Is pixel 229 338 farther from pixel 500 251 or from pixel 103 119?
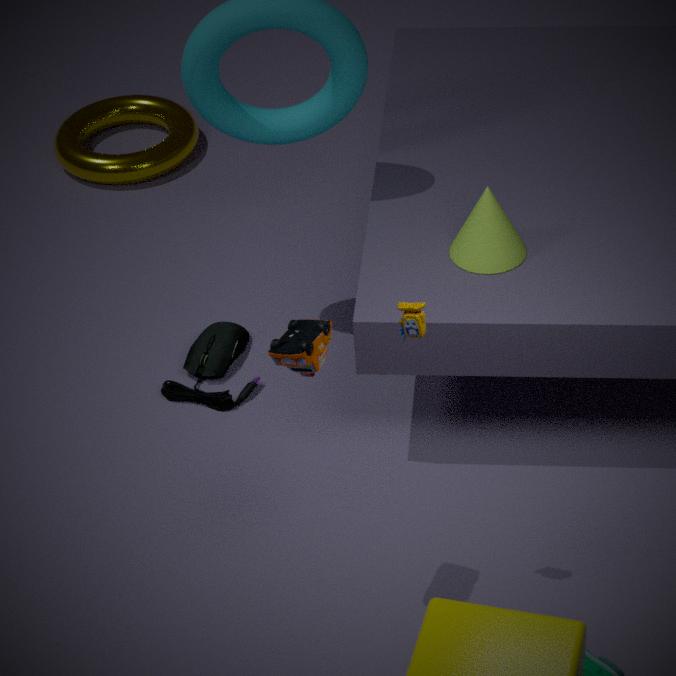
pixel 103 119
